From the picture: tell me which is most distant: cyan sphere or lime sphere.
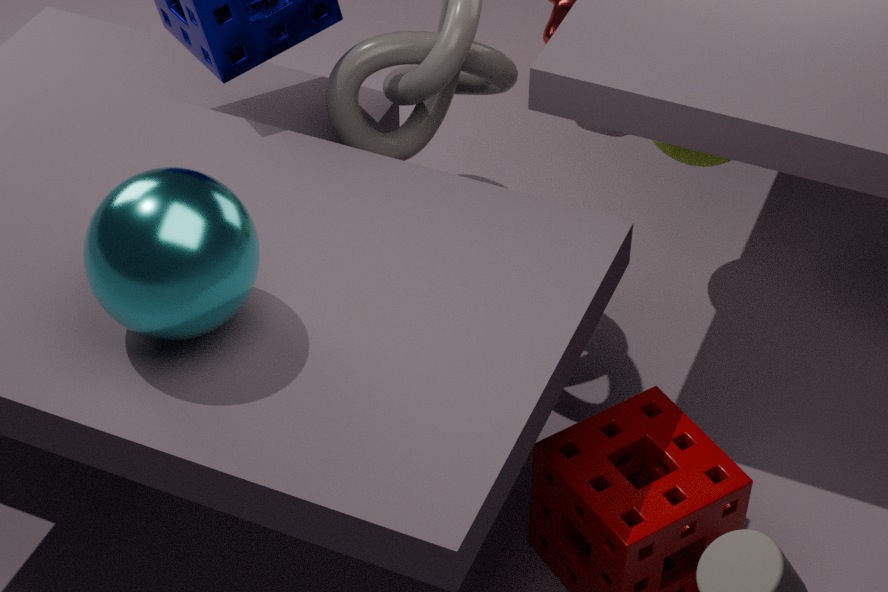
lime sphere
